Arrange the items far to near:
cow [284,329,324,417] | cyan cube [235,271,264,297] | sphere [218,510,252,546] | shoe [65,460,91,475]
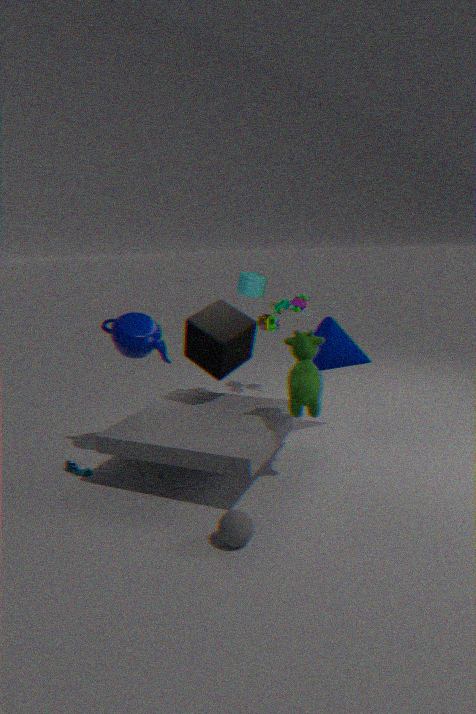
1. cyan cube [235,271,264,297]
2. shoe [65,460,91,475]
3. cow [284,329,324,417]
4. sphere [218,510,252,546]
